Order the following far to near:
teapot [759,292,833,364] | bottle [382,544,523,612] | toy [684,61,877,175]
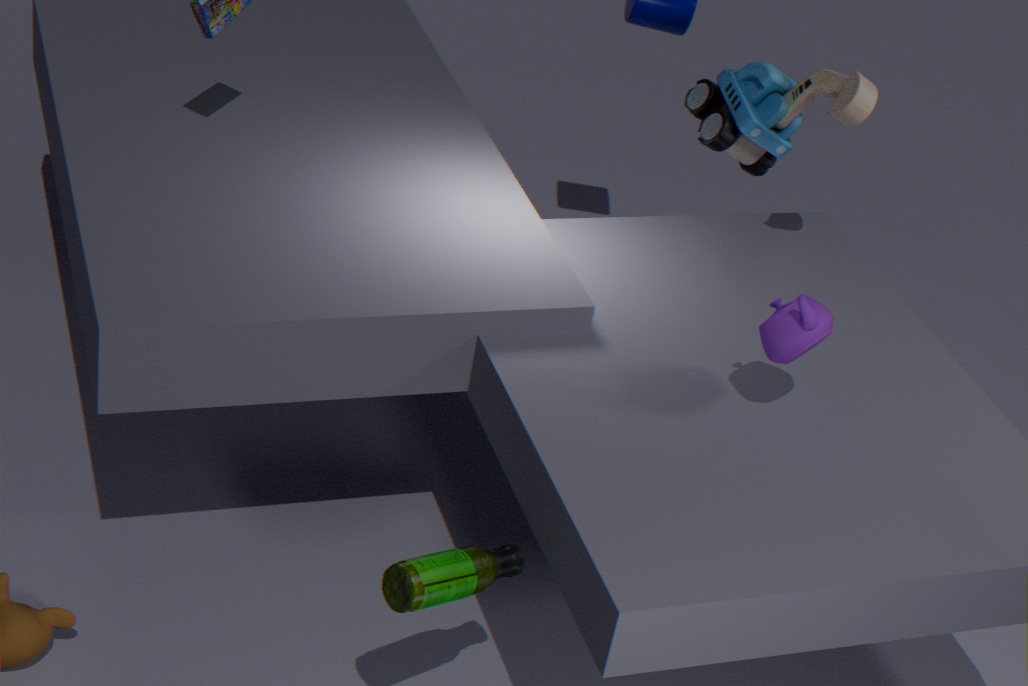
toy [684,61,877,175] < teapot [759,292,833,364] < bottle [382,544,523,612]
